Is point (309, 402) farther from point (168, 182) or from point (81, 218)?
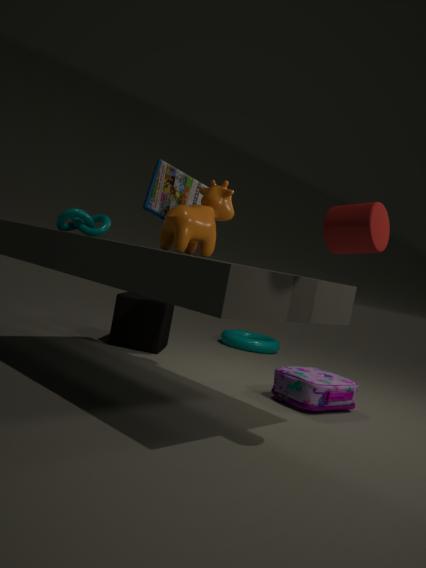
point (81, 218)
